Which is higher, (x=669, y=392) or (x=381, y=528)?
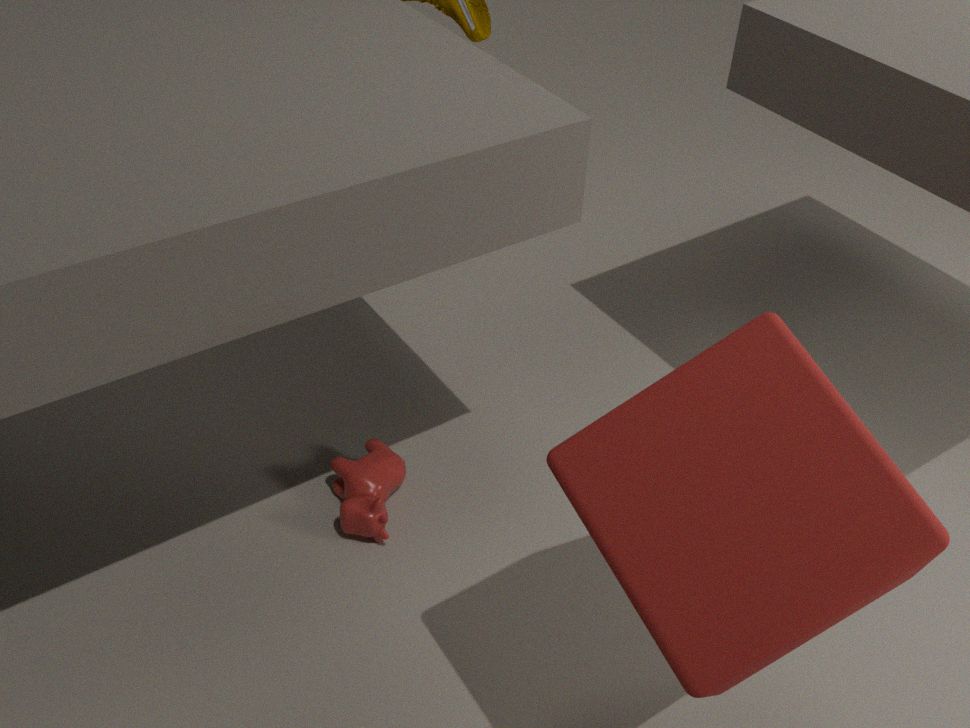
(x=669, y=392)
